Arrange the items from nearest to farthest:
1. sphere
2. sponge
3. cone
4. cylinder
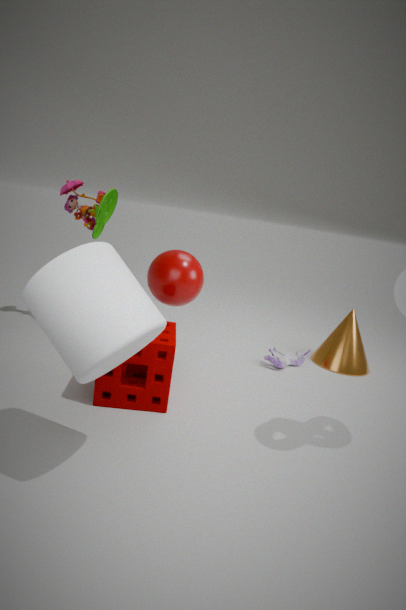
cylinder < sponge < sphere < cone
